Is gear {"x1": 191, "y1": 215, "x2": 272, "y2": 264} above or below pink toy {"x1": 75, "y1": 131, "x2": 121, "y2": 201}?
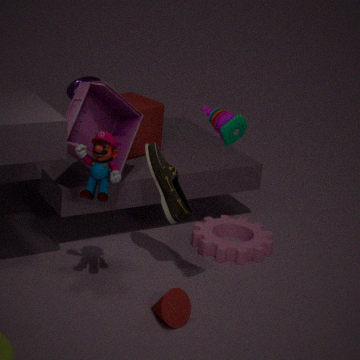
below
